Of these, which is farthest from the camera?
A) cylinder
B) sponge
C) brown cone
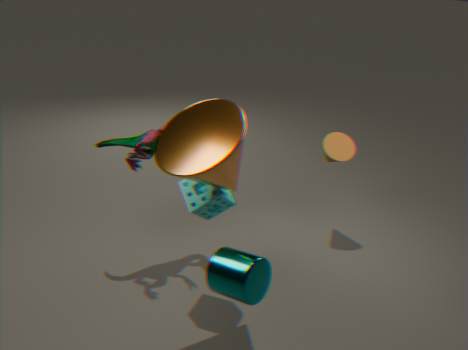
brown cone
